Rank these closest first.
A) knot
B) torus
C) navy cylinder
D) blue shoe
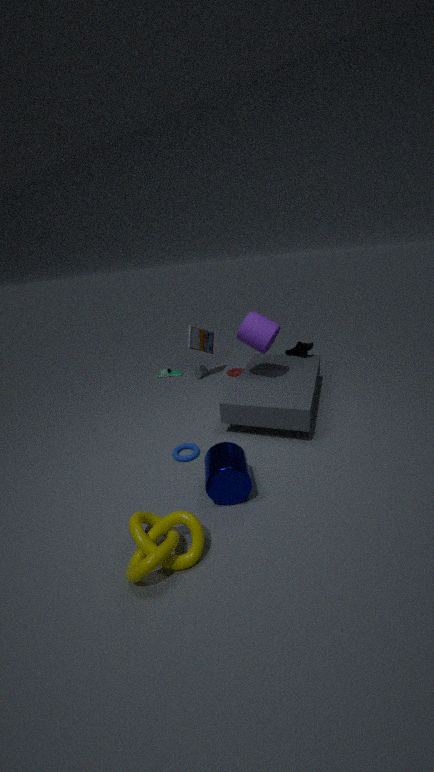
1. knot
2. navy cylinder
3. torus
4. blue shoe
